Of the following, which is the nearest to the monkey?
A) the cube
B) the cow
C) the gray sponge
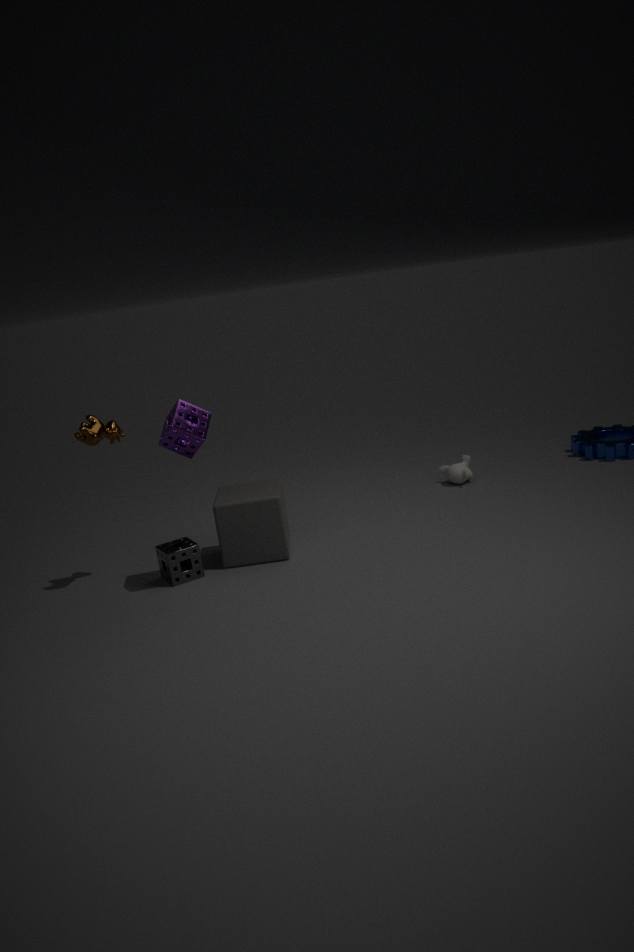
the cube
